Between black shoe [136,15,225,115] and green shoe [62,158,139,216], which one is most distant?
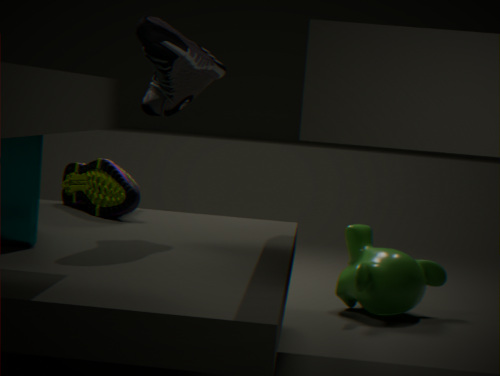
green shoe [62,158,139,216]
